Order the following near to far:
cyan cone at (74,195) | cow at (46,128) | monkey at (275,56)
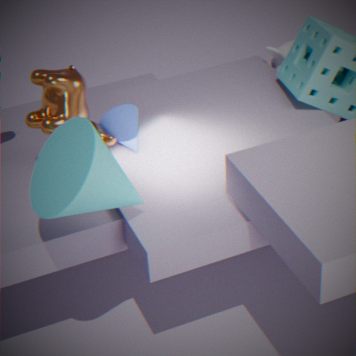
cyan cone at (74,195), cow at (46,128), monkey at (275,56)
